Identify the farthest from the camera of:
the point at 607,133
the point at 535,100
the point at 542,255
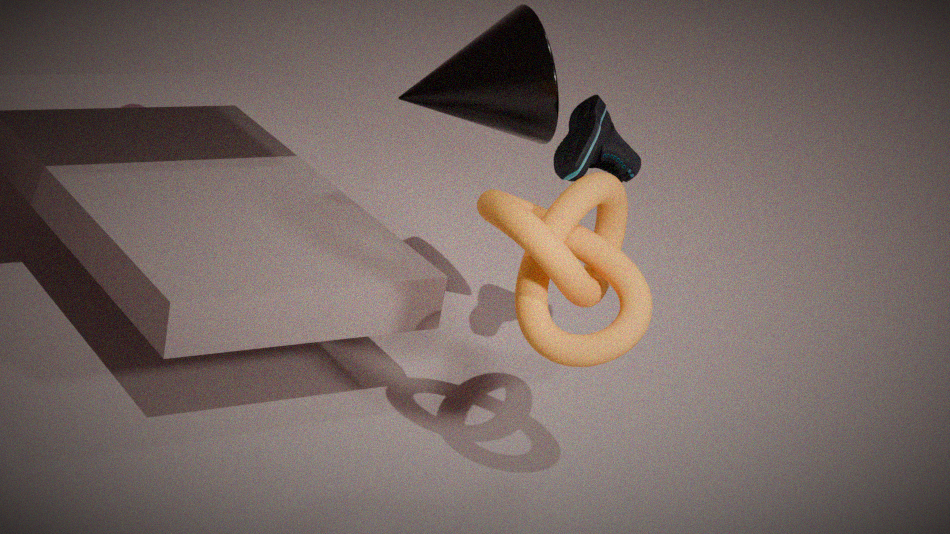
the point at 535,100
